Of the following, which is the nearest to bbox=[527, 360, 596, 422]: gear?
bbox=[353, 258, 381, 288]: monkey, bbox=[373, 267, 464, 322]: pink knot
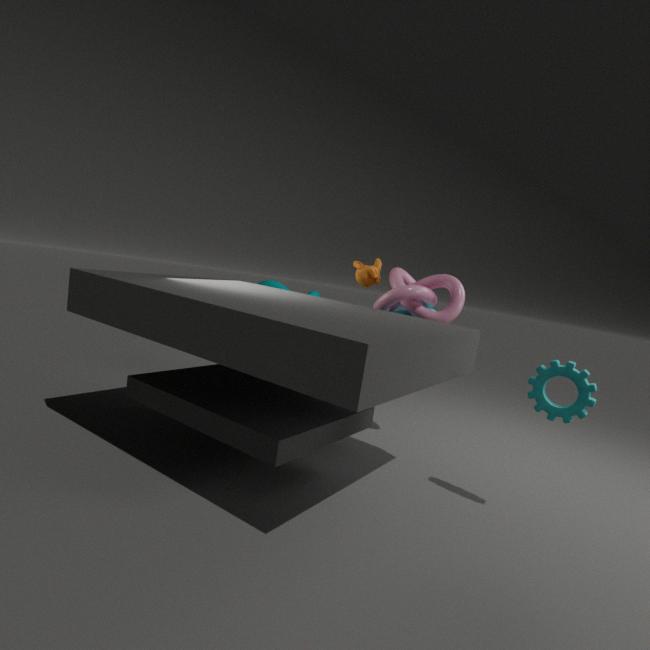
bbox=[373, 267, 464, 322]: pink knot
